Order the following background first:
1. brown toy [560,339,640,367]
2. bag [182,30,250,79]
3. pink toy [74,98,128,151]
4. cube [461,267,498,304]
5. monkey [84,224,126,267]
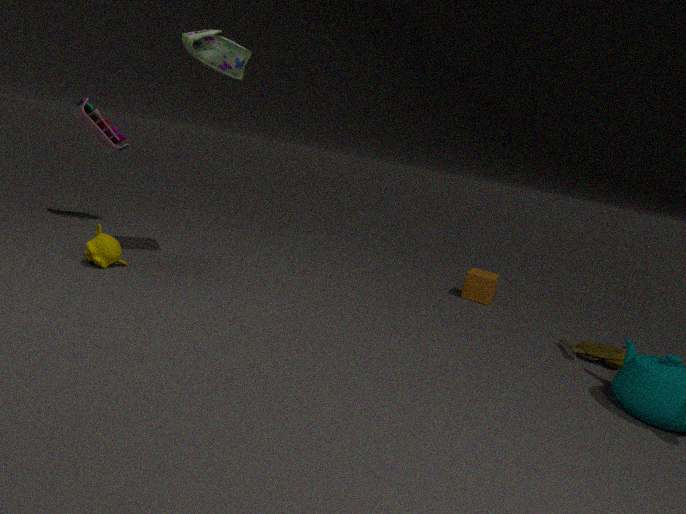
cube [461,267,498,304] → pink toy [74,98,128,151] → monkey [84,224,126,267] → brown toy [560,339,640,367] → bag [182,30,250,79]
